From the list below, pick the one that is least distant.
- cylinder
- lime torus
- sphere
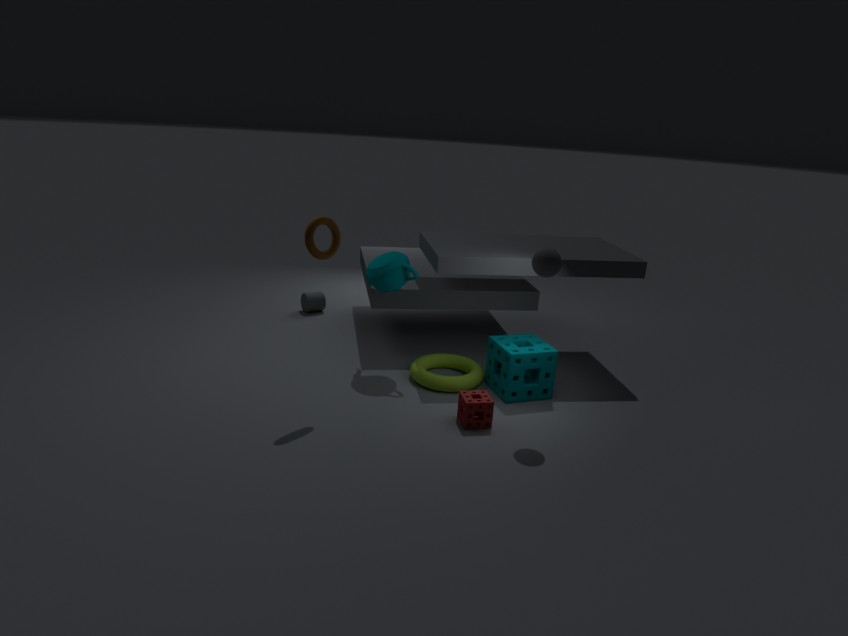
sphere
